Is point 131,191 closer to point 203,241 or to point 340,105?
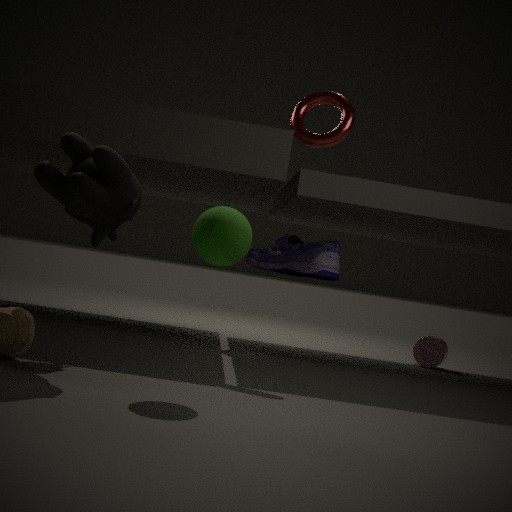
point 203,241
